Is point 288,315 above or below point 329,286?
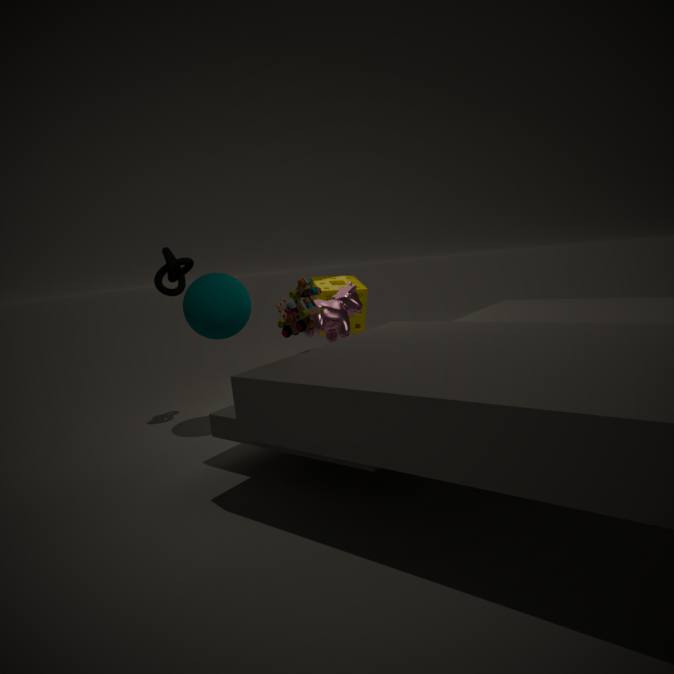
above
